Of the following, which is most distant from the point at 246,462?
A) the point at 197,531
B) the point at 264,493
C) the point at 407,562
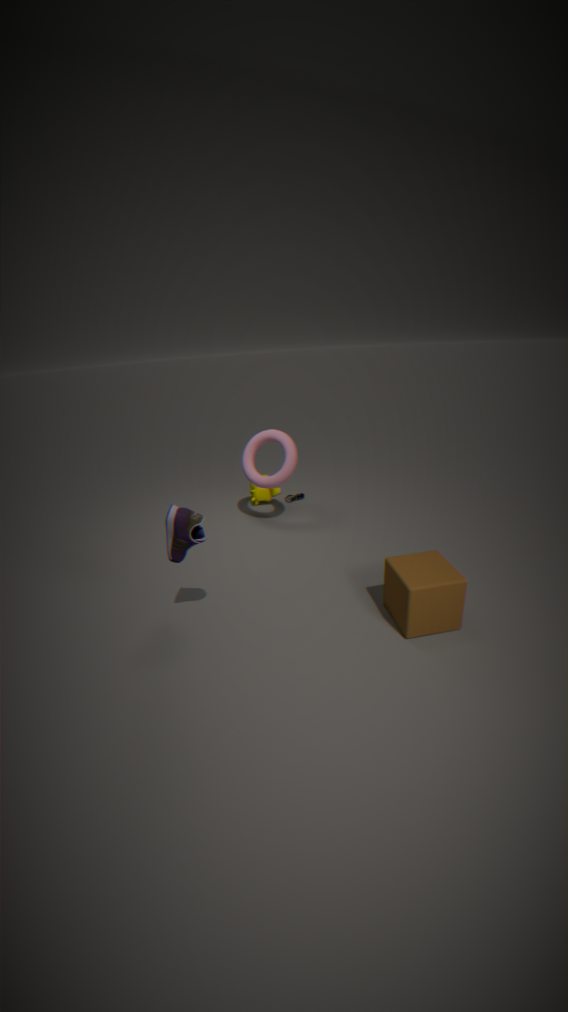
the point at 407,562
